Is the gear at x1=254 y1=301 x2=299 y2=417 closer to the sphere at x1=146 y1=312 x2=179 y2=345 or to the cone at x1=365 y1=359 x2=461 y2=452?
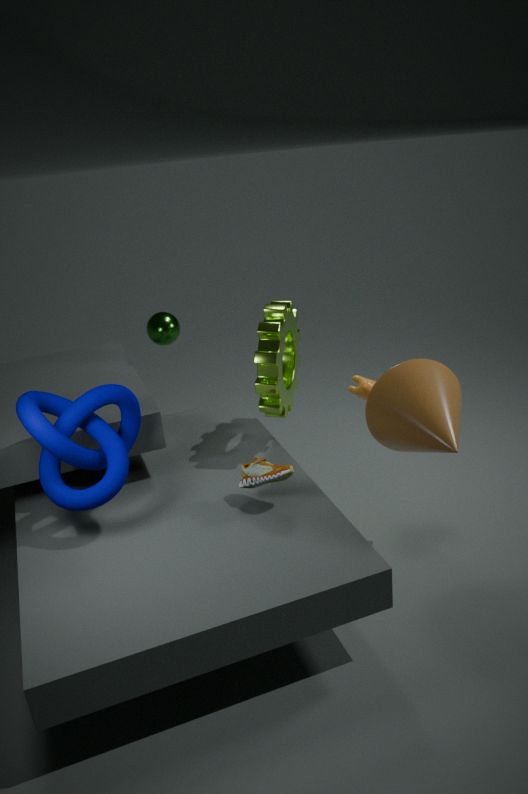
the cone at x1=365 y1=359 x2=461 y2=452
